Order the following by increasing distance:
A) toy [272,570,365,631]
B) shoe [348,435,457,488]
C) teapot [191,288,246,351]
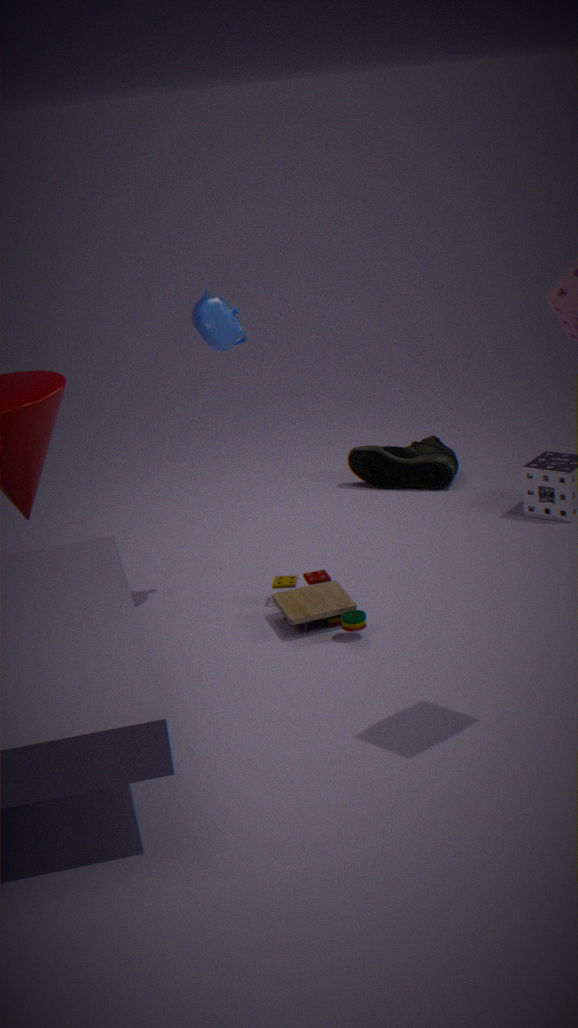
A. toy [272,570,365,631] < C. teapot [191,288,246,351] < B. shoe [348,435,457,488]
